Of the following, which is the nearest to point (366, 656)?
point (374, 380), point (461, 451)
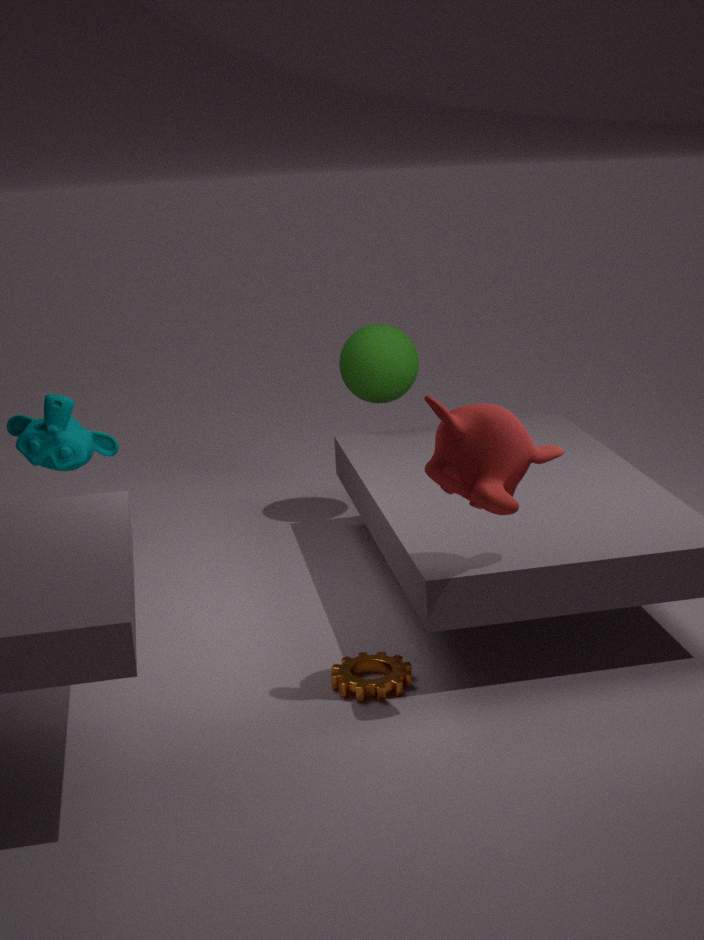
point (461, 451)
